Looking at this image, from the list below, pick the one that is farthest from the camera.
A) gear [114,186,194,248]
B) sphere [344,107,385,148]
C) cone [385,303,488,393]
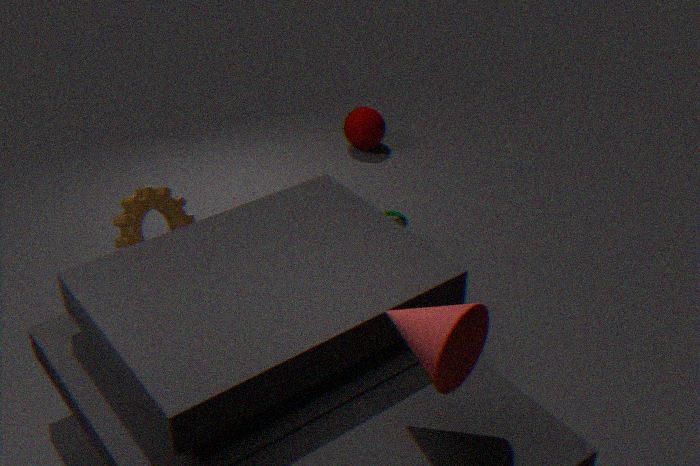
B. sphere [344,107,385,148]
